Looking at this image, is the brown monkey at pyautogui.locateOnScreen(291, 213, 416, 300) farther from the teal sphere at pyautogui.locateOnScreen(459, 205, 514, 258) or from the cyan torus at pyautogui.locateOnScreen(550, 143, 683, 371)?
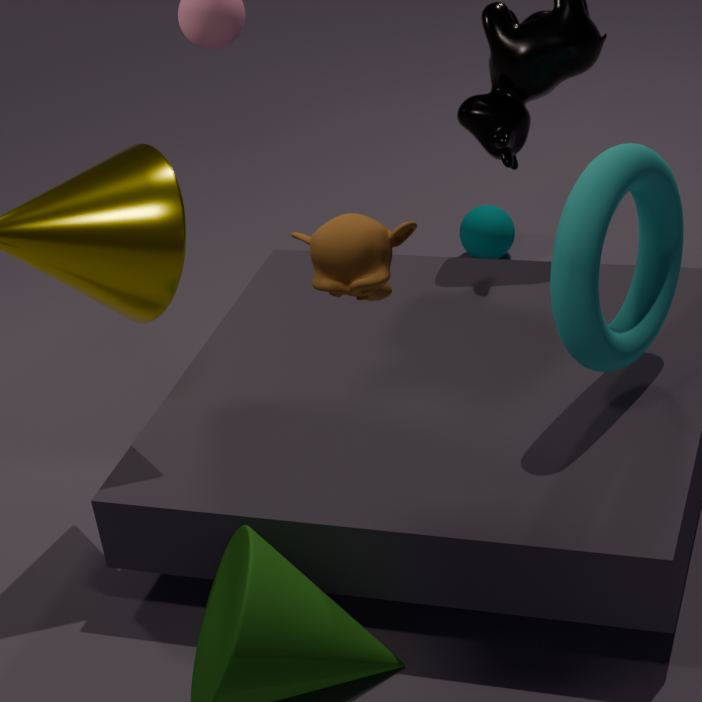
the teal sphere at pyautogui.locateOnScreen(459, 205, 514, 258)
